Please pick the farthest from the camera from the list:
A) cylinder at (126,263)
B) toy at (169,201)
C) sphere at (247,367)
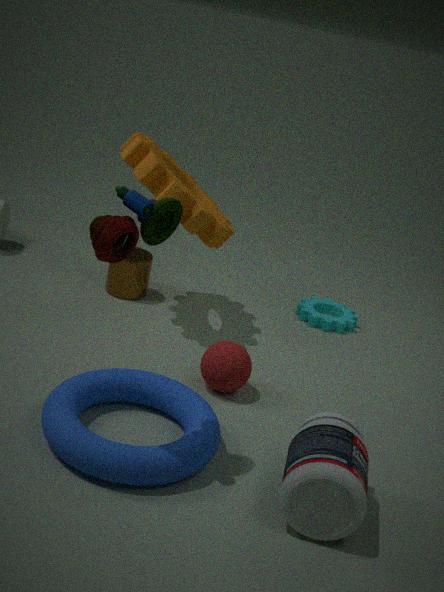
cylinder at (126,263)
